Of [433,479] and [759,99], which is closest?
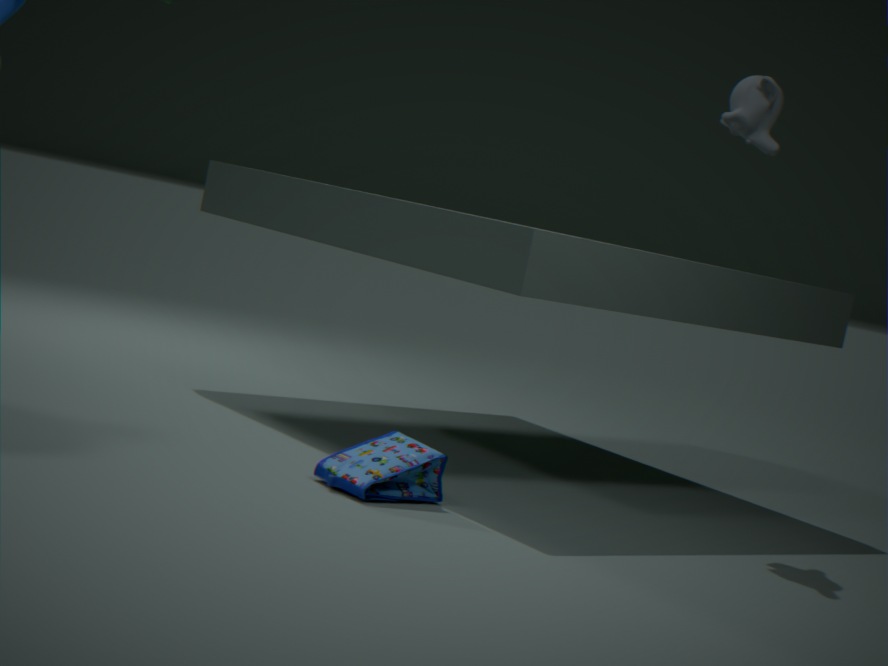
[433,479]
